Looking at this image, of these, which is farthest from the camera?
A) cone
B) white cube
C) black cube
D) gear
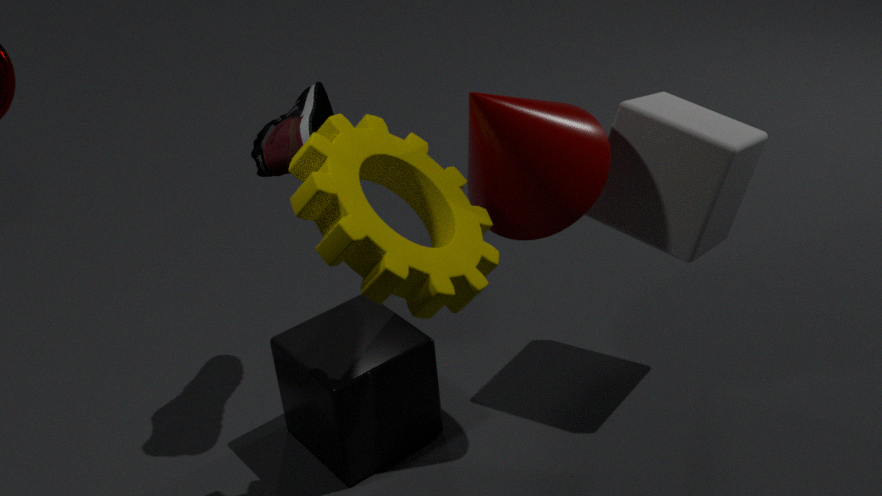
black cube
